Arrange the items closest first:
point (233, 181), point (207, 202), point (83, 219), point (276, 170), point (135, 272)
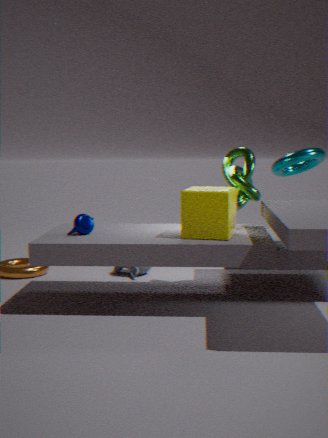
1. point (207, 202)
2. point (83, 219)
3. point (233, 181)
4. point (135, 272)
5. point (276, 170)
